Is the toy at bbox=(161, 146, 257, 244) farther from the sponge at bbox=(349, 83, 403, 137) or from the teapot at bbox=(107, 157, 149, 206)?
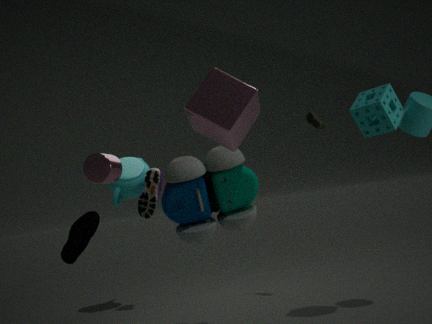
the teapot at bbox=(107, 157, 149, 206)
